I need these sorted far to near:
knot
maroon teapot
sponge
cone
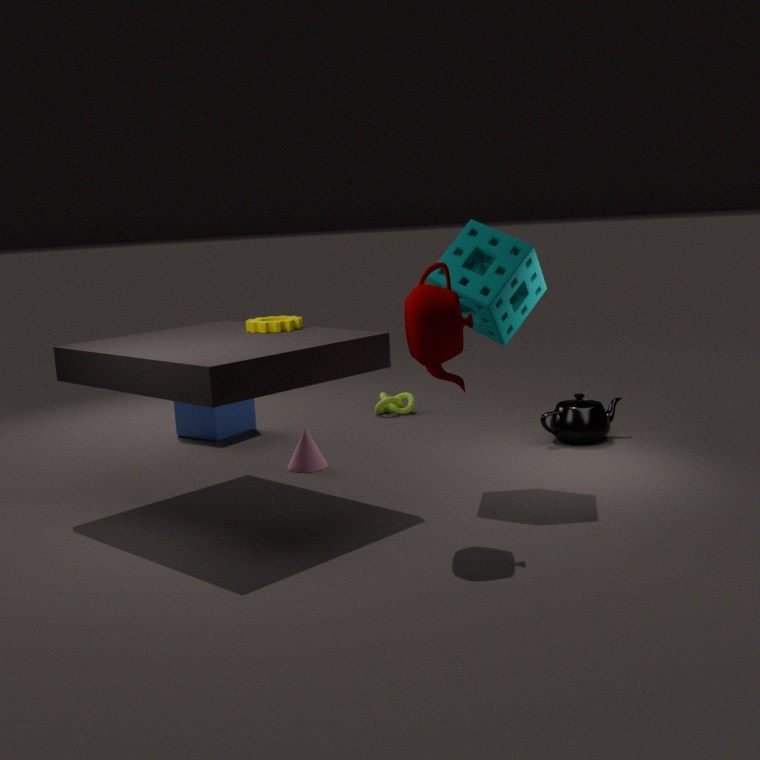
knot
cone
sponge
maroon teapot
